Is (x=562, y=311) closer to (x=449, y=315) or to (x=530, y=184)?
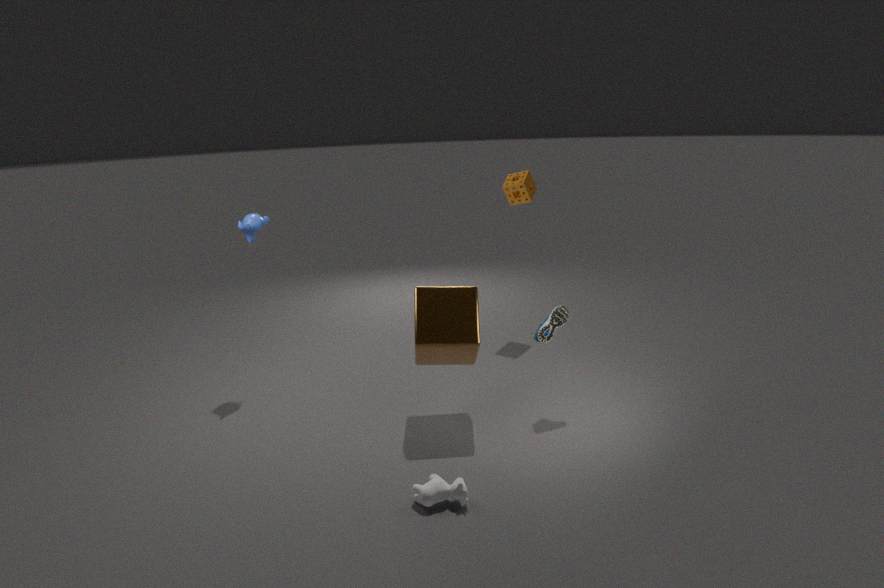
(x=449, y=315)
